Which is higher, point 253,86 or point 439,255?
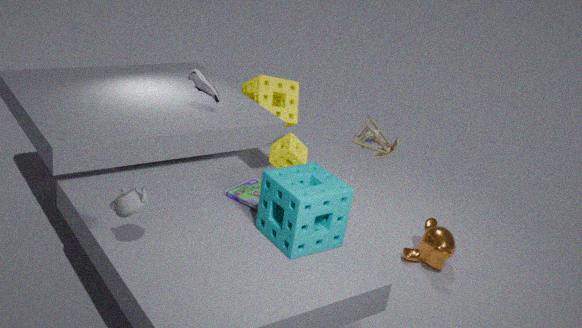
point 253,86
